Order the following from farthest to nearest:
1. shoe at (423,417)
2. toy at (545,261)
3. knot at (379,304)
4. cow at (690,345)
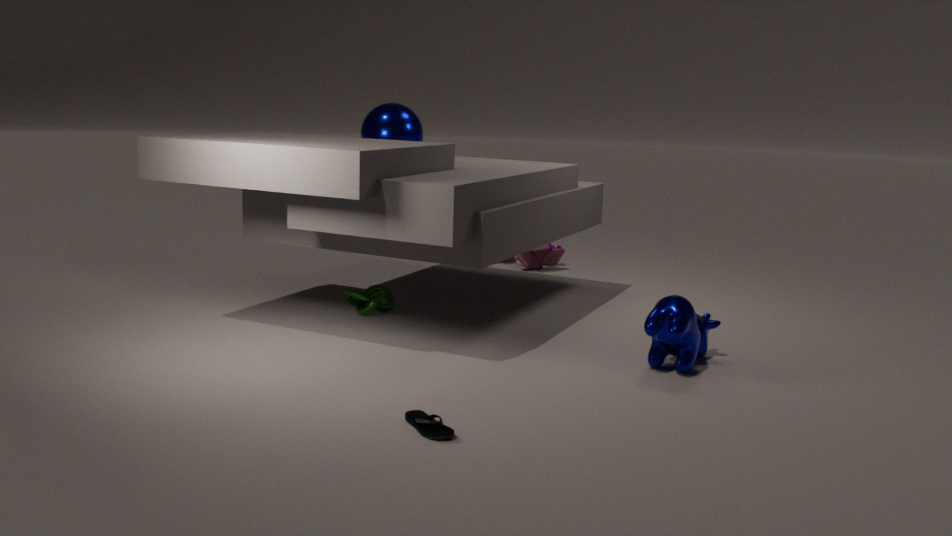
1. toy at (545,261)
2. knot at (379,304)
3. cow at (690,345)
4. shoe at (423,417)
